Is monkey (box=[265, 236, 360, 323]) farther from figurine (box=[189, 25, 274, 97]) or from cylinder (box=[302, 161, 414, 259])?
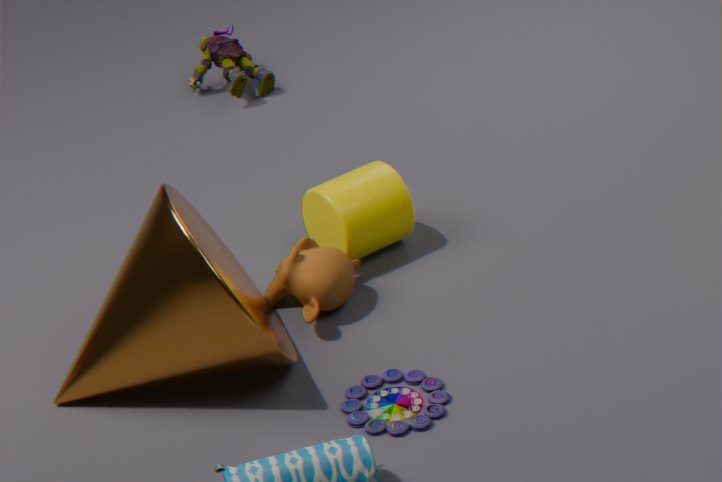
figurine (box=[189, 25, 274, 97])
